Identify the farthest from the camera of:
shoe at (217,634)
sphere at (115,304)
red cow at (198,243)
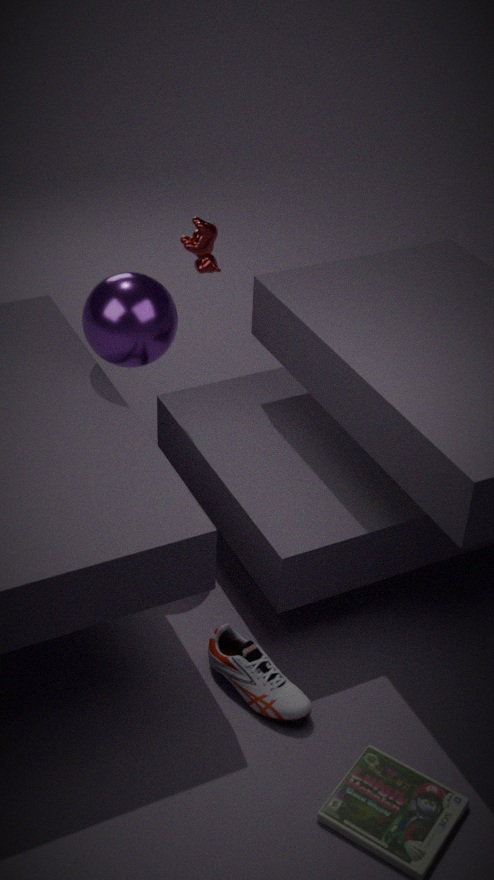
red cow at (198,243)
